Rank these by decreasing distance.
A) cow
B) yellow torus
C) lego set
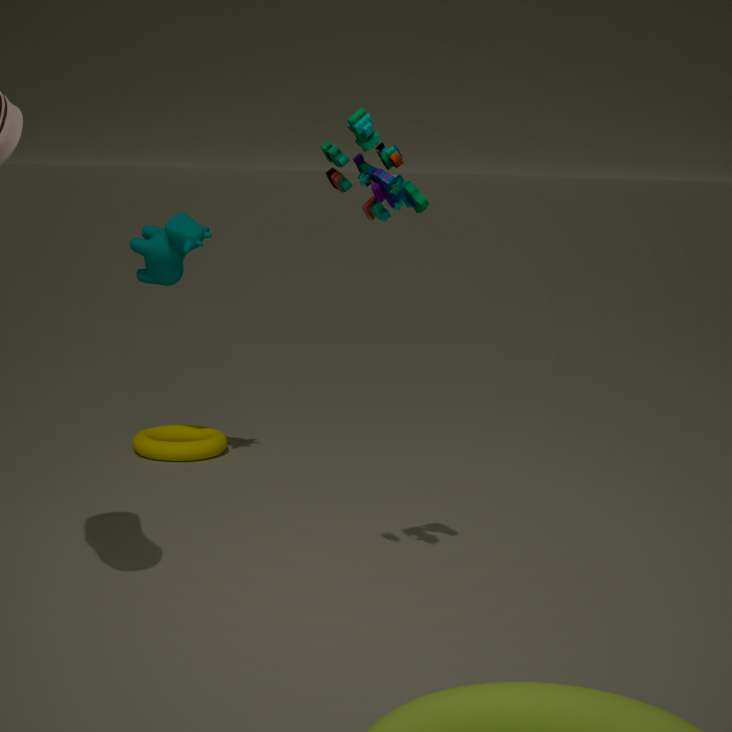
yellow torus
cow
lego set
